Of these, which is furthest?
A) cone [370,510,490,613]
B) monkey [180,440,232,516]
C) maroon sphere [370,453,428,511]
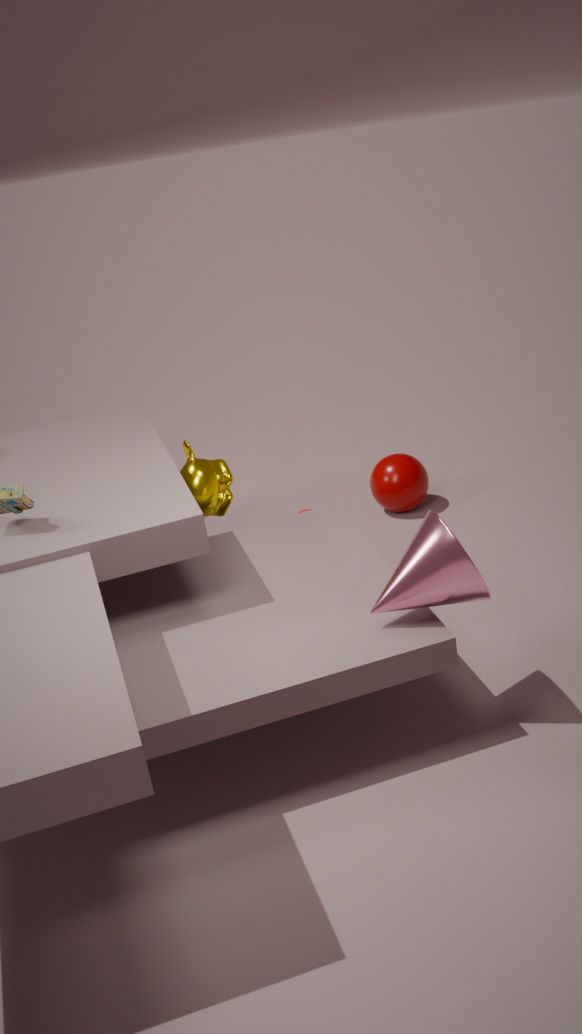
maroon sphere [370,453,428,511]
